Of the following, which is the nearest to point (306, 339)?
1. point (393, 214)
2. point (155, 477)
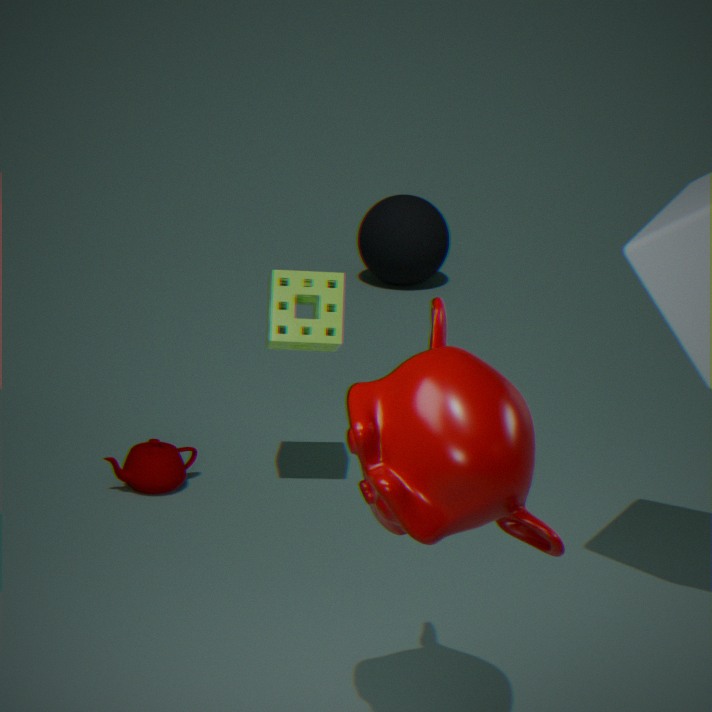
point (155, 477)
